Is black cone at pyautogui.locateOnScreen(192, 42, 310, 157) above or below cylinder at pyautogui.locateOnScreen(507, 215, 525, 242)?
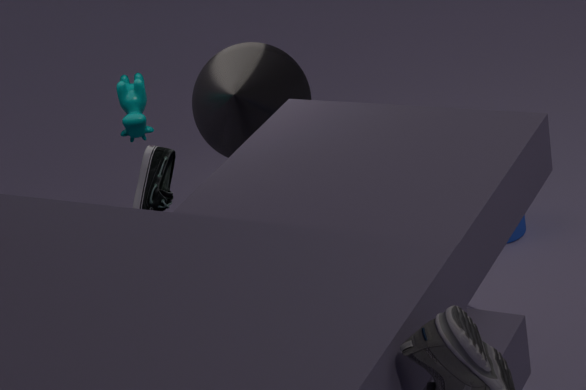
above
